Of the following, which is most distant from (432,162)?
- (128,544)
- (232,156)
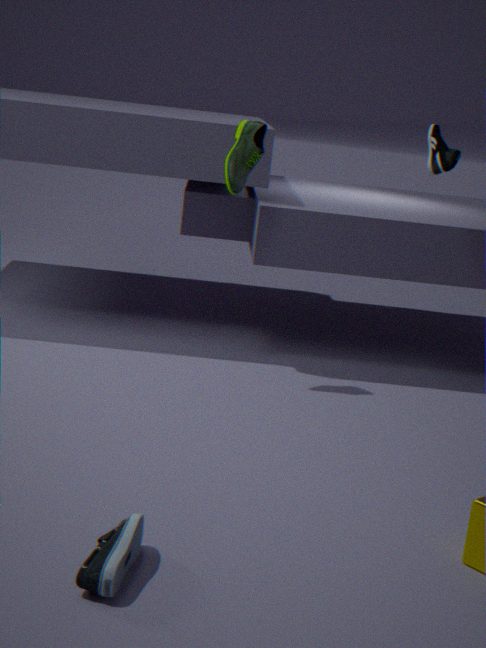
(128,544)
